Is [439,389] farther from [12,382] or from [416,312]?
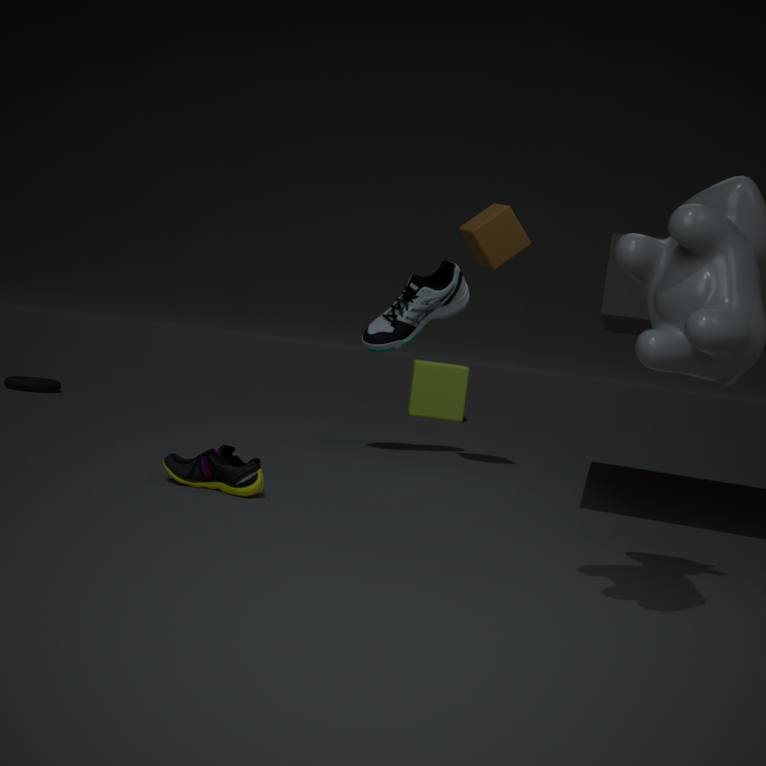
[12,382]
